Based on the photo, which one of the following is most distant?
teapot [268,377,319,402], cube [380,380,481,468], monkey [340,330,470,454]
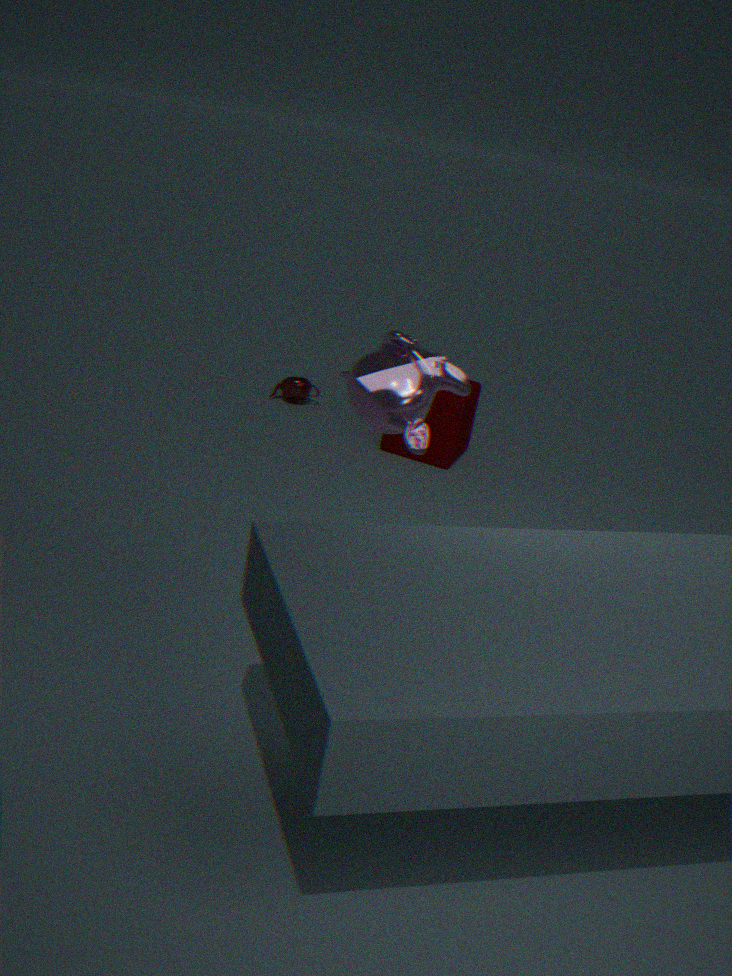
teapot [268,377,319,402]
